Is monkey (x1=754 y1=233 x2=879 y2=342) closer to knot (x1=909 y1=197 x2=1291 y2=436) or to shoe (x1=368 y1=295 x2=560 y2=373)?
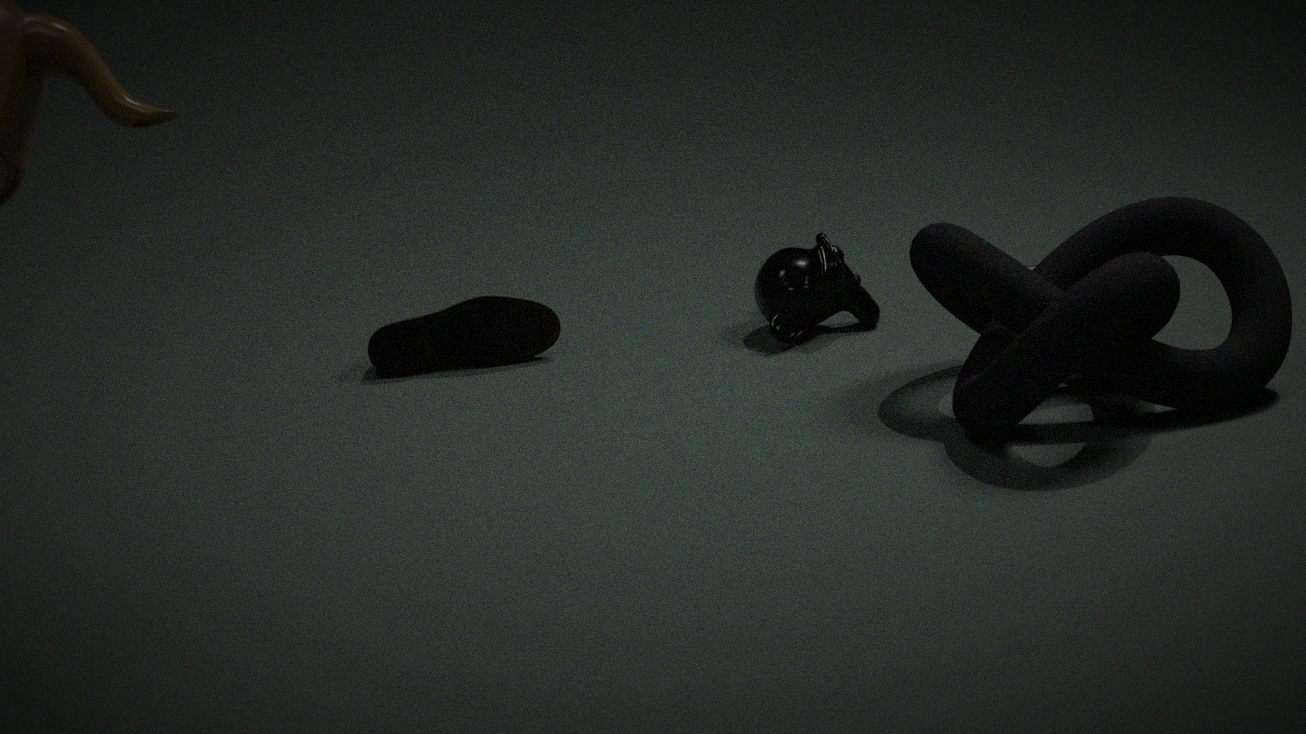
knot (x1=909 y1=197 x2=1291 y2=436)
